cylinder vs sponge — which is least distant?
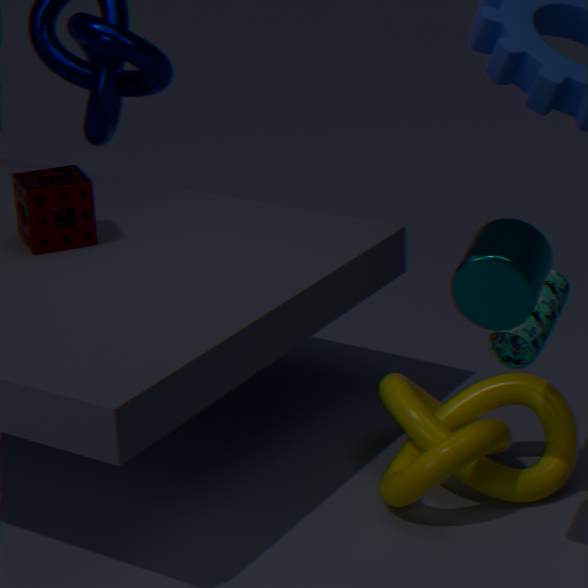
cylinder
